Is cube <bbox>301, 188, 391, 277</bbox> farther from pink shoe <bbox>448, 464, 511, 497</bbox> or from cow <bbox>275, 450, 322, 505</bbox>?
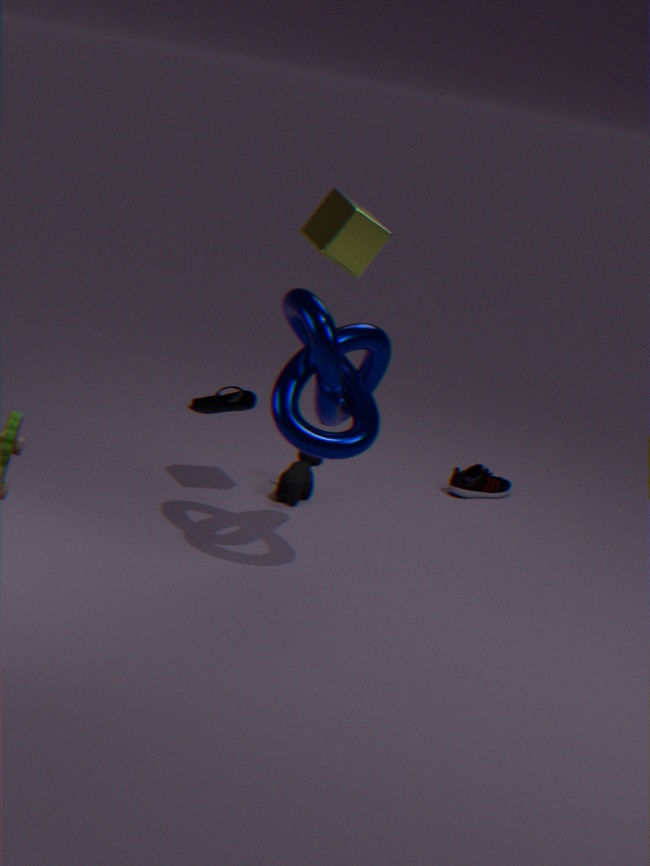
pink shoe <bbox>448, 464, 511, 497</bbox>
